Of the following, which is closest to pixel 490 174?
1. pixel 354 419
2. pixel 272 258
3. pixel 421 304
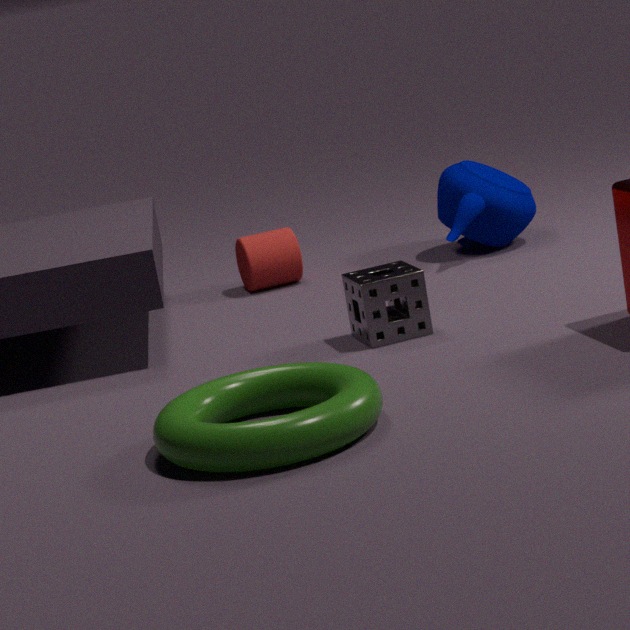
pixel 272 258
